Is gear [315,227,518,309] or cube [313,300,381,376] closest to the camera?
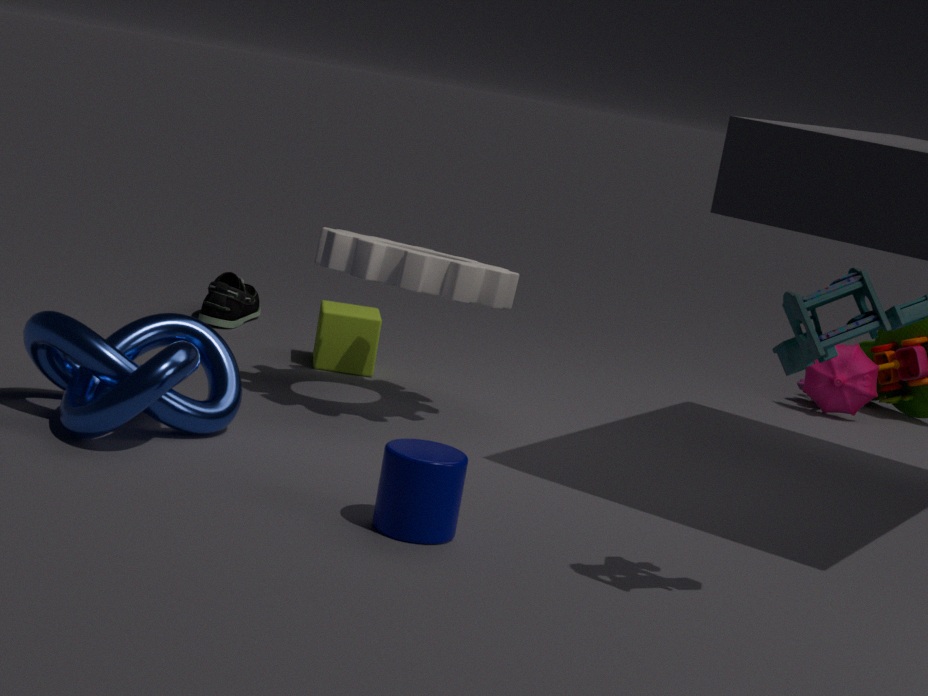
gear [315,227,518,309]
